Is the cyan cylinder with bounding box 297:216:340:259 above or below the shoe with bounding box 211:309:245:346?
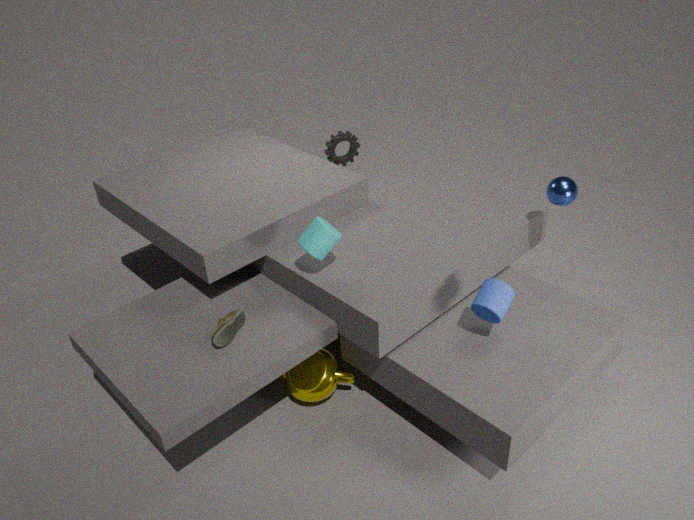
above
